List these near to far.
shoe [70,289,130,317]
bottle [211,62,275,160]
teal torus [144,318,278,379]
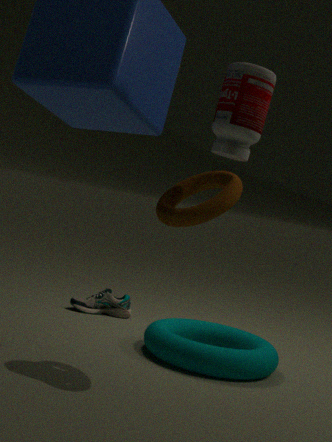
bottle [211,62,275,160]
teal torus [144,318,278,379]
shoe [70,289,130,317]
